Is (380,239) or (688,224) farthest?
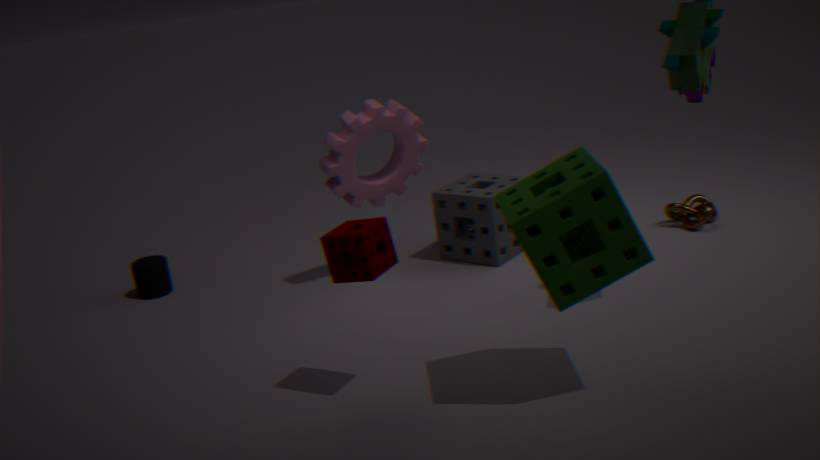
(688,224)
